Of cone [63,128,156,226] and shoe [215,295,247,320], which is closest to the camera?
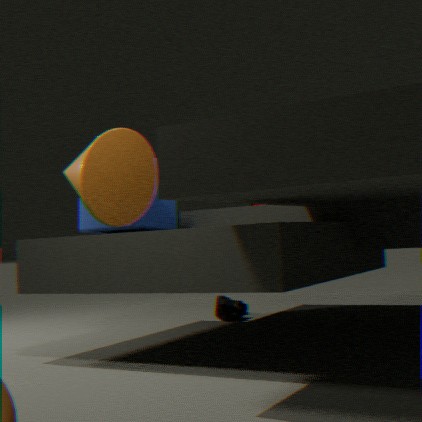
cone [63,128,156,226]
